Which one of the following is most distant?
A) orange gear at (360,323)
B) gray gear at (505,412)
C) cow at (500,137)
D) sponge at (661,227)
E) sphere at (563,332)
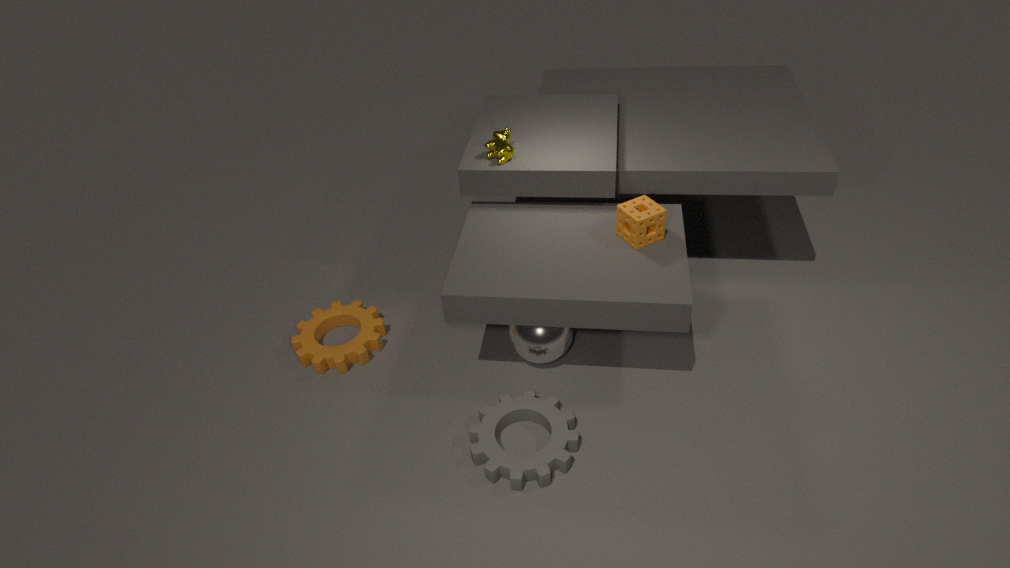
orange gear at (360,323)
